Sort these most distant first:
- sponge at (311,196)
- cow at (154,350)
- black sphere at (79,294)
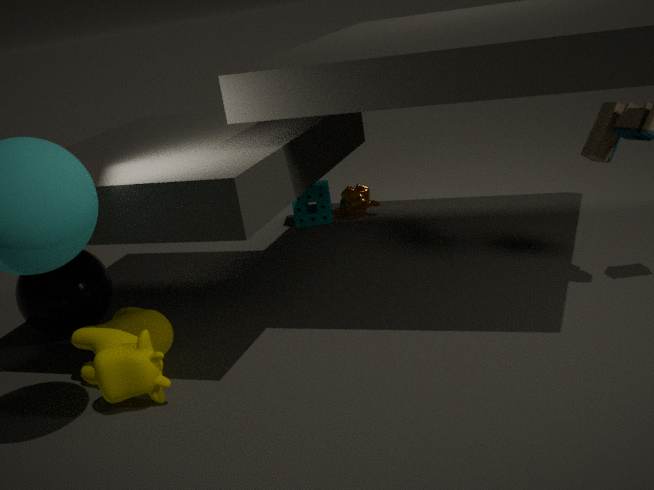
sponge at (311,196)
black sphere at (79,294)
cow at (154,350)
